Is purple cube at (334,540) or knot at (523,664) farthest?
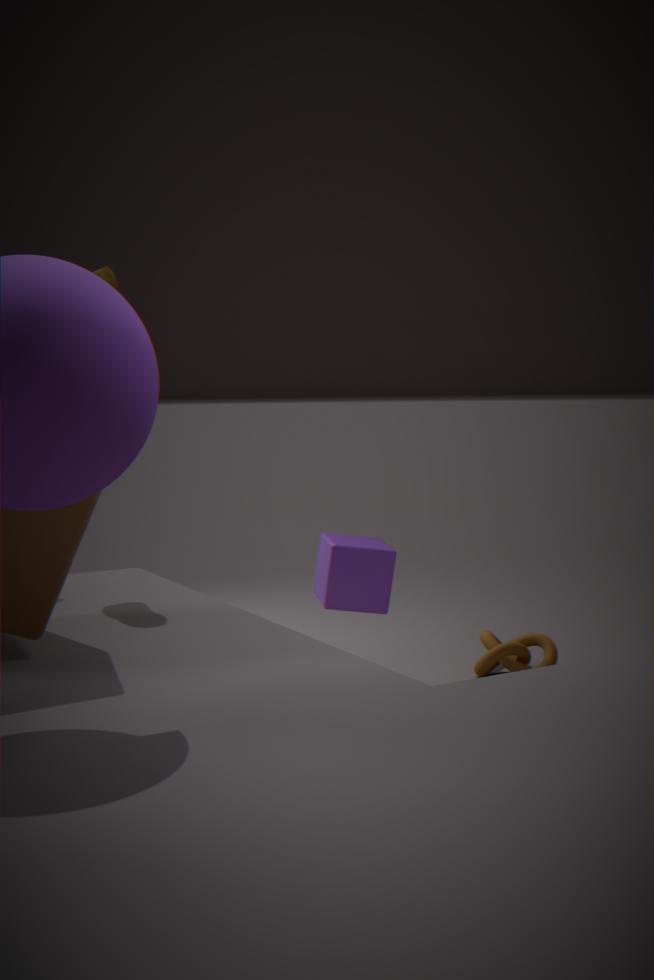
knot at (523,664)
